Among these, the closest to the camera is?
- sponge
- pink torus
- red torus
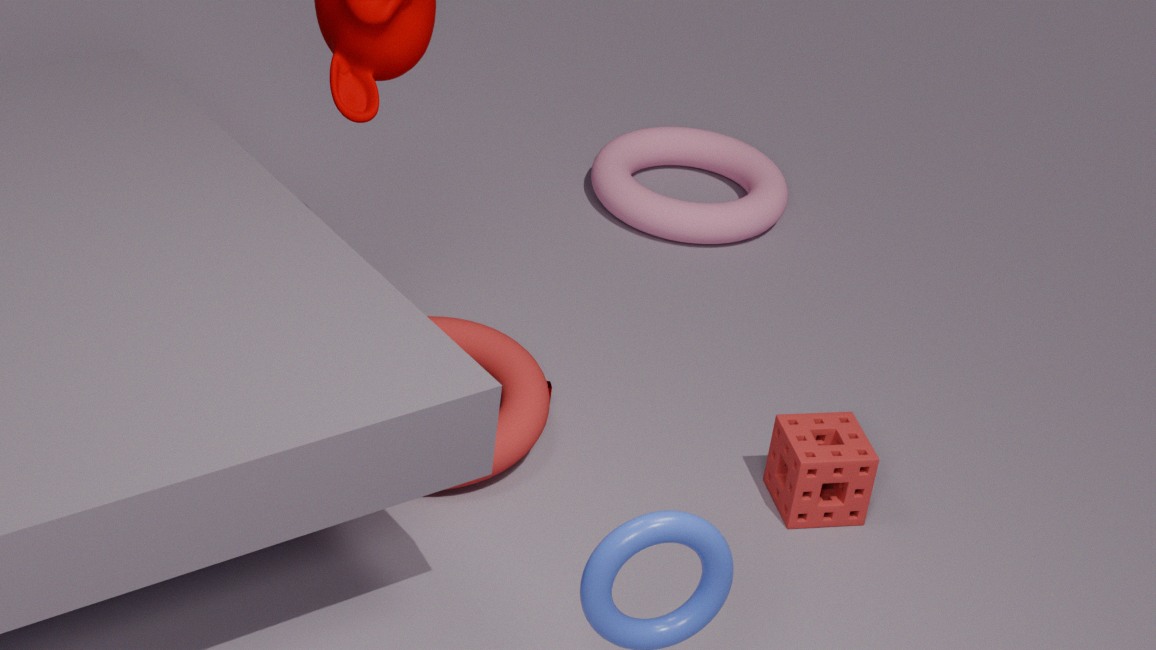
sponge
